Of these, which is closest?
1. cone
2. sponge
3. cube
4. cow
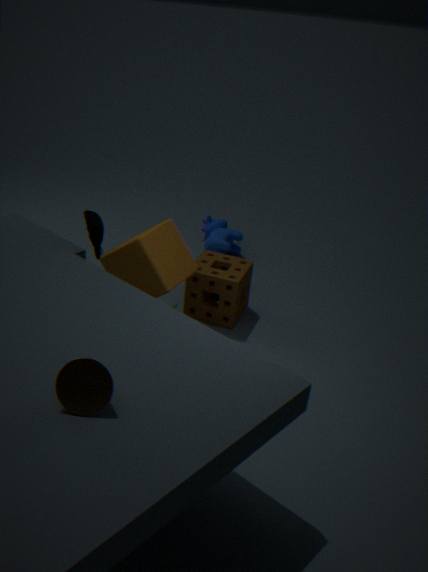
cone
